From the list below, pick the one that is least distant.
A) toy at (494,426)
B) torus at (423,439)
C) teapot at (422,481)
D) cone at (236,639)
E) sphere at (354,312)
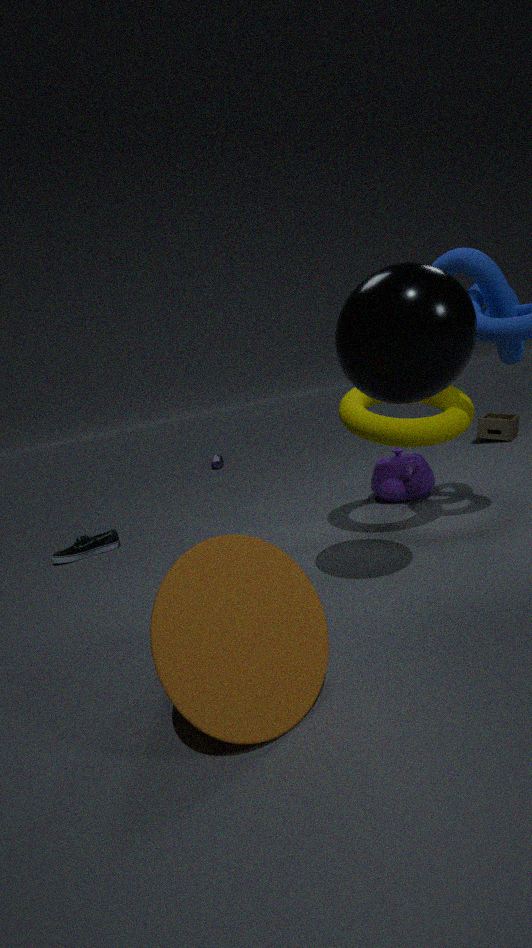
cone at (236,639)
